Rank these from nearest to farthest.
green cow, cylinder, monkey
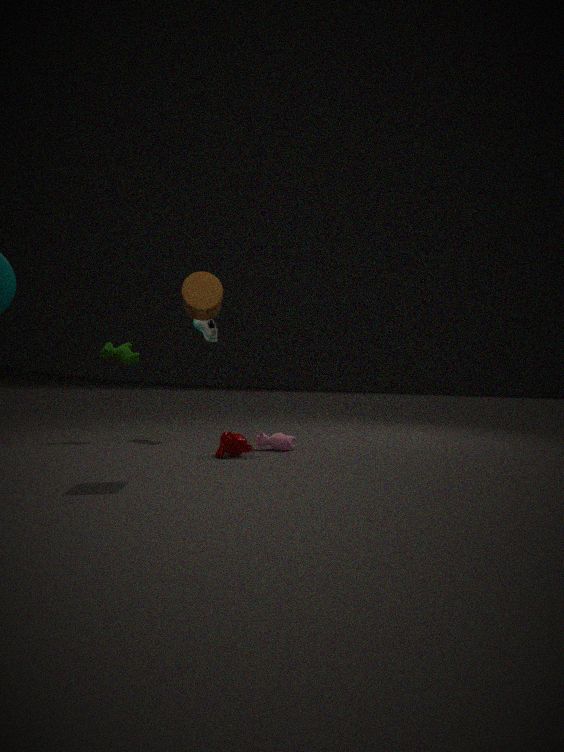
cylinder, monkey, green cow
